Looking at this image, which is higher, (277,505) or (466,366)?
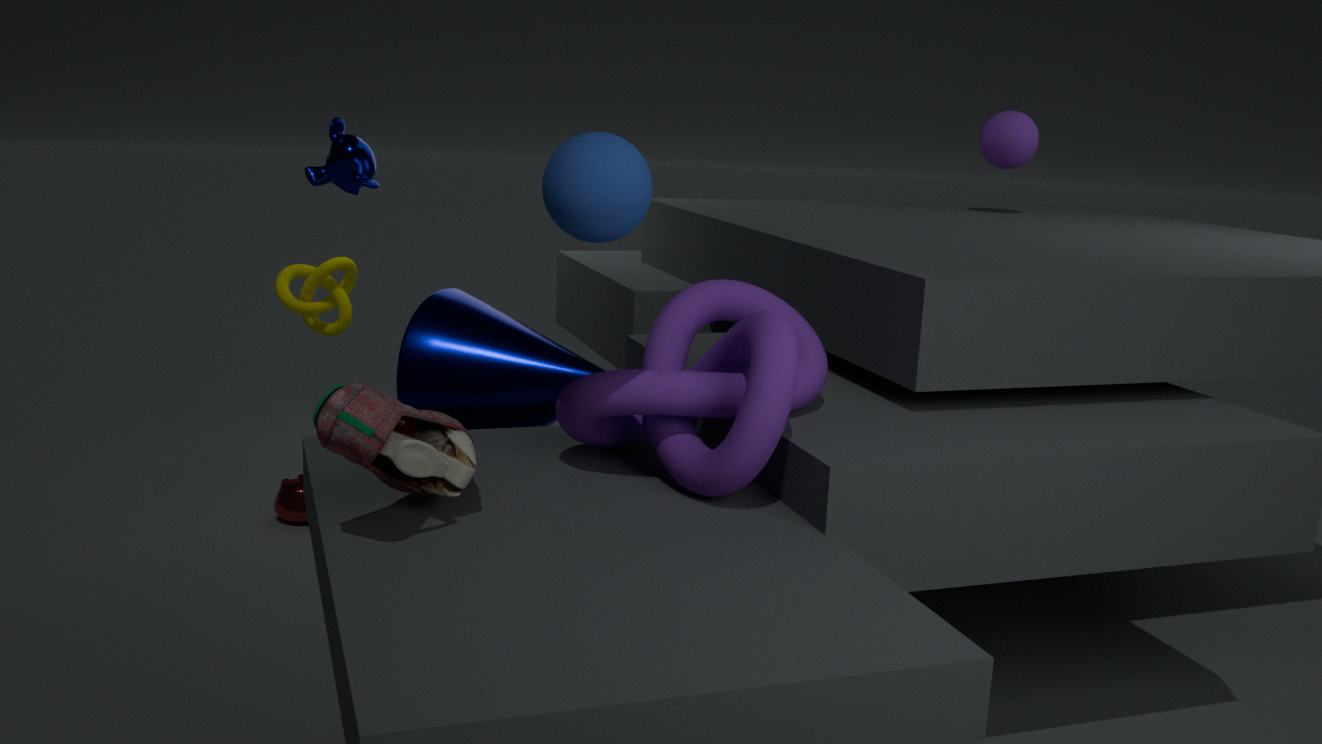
(466,366)
